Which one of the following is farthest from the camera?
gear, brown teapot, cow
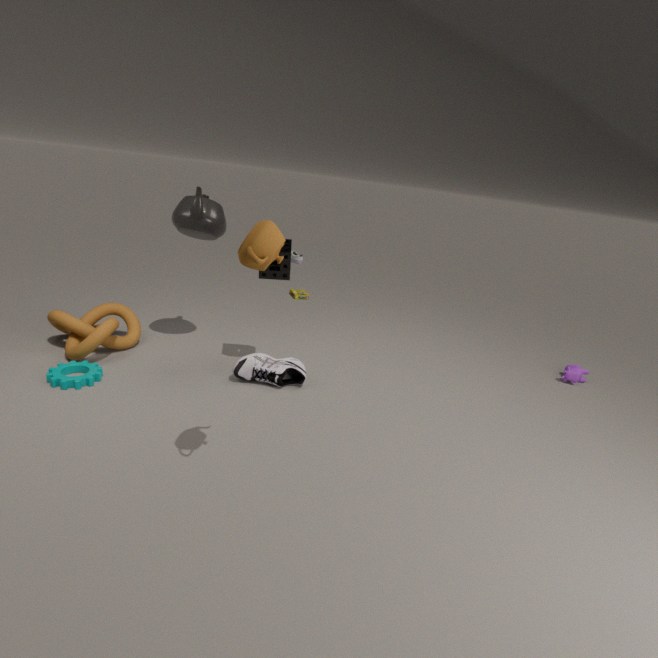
cow
